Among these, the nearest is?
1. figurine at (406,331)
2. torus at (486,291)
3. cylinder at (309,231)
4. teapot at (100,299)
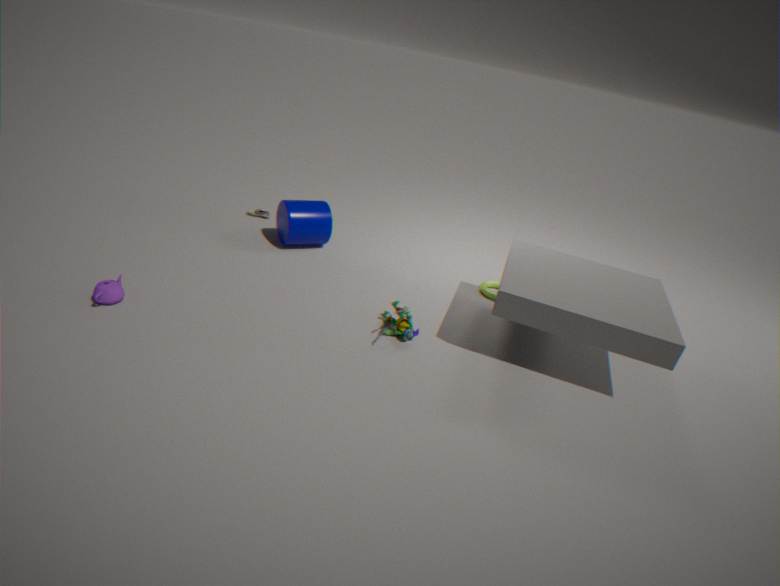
teapot at (100,299)
